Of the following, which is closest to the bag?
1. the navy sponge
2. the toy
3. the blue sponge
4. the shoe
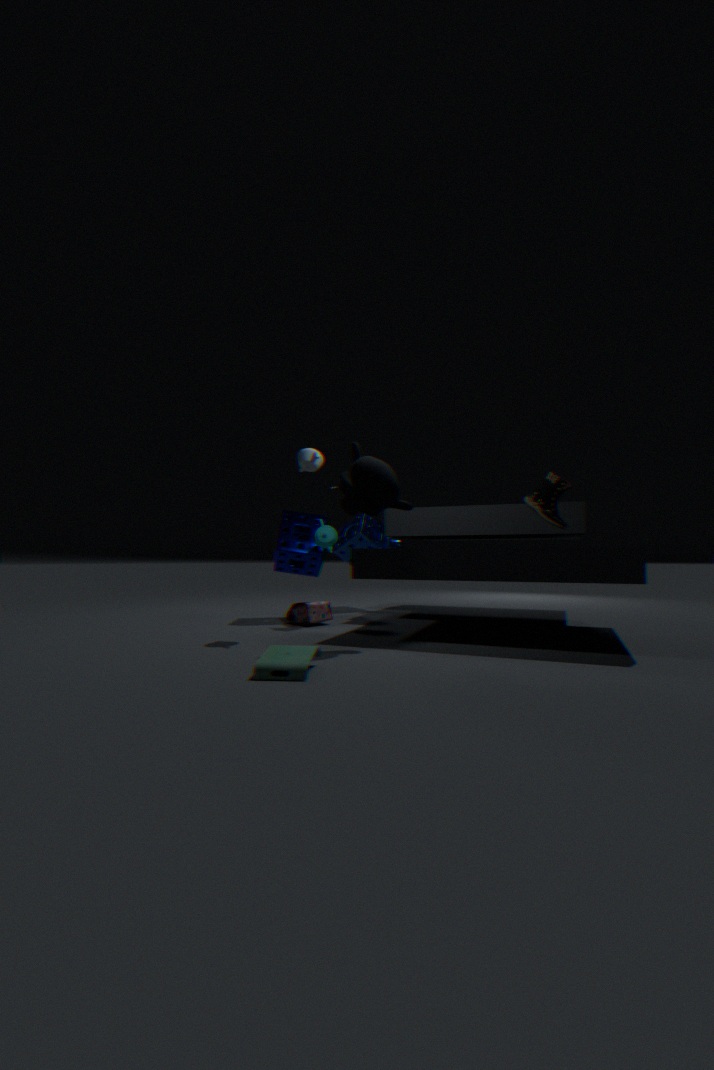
the navy sponge
